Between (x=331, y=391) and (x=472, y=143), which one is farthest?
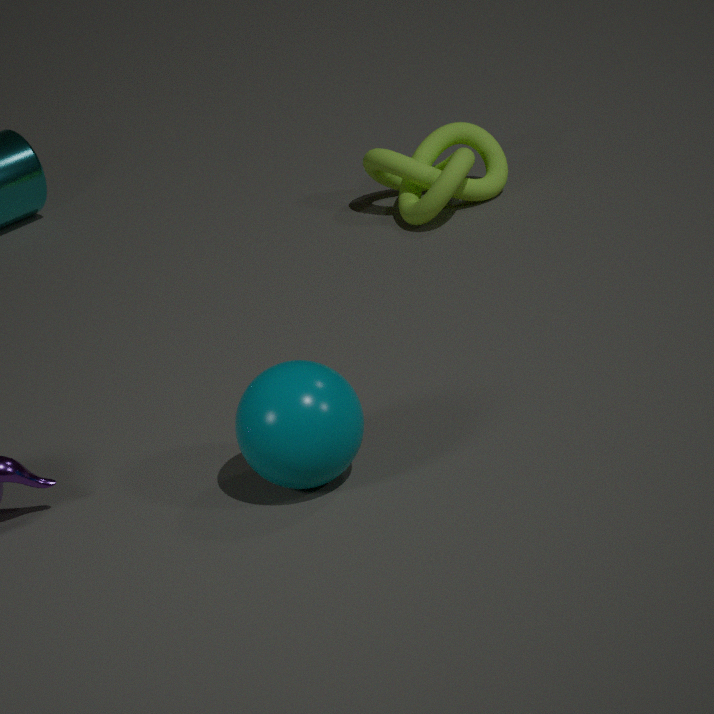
(x=472, y=143)
